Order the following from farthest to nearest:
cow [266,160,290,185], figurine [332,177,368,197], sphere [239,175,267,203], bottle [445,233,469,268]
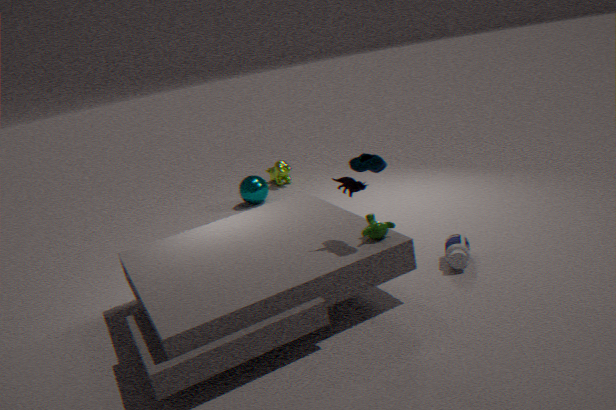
cow [266,160,290,185], sphere [239,175,267,203], bottle [445,233,469,268], figurine [332,177,368,197]
